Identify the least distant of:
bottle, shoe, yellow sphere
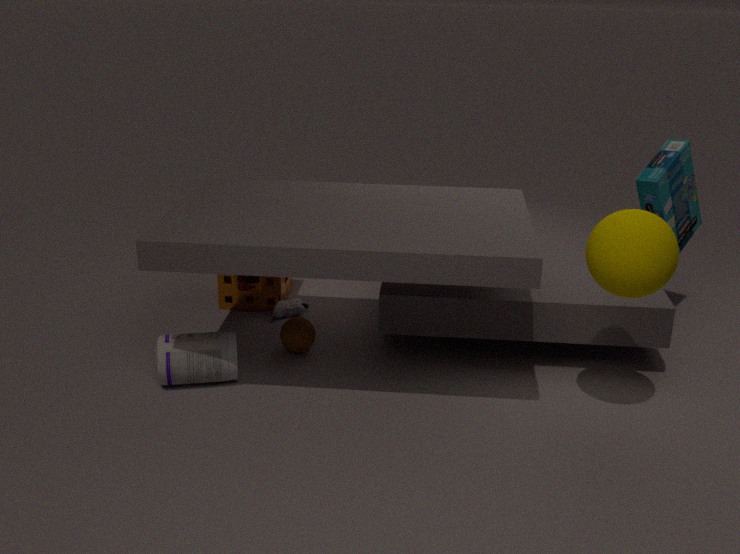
yellow sphere
